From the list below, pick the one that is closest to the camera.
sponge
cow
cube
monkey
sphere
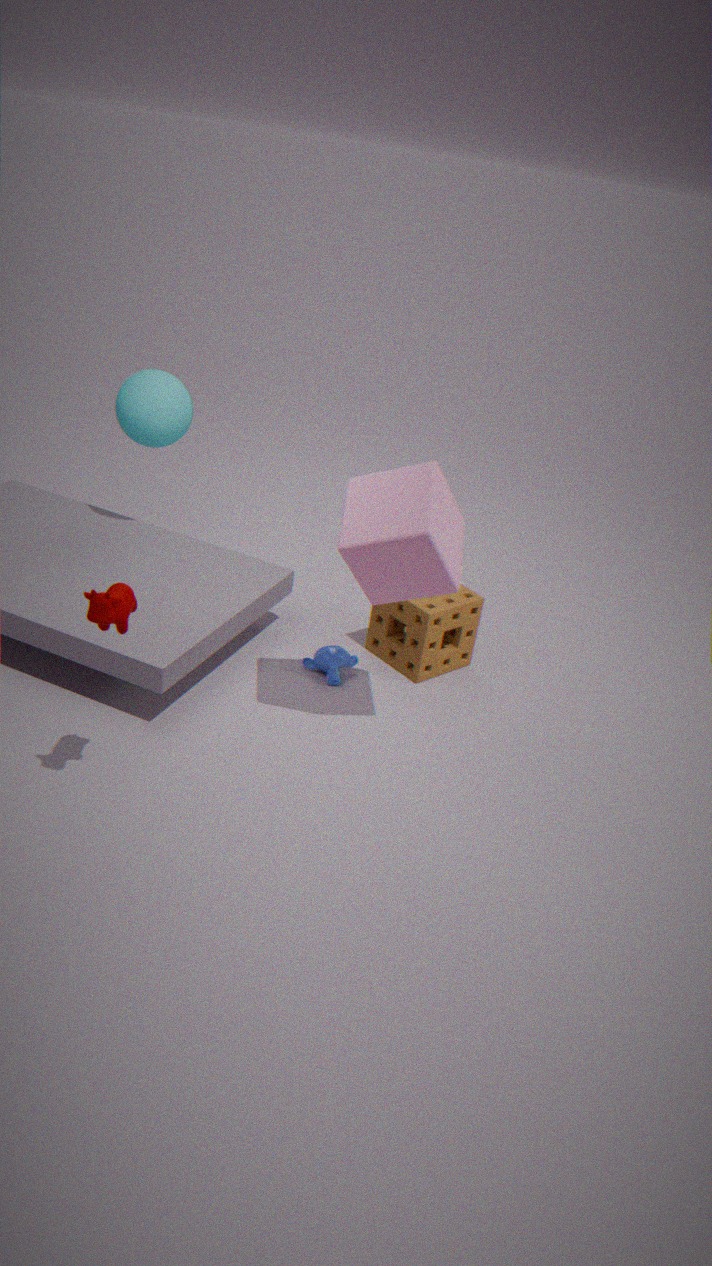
cow
